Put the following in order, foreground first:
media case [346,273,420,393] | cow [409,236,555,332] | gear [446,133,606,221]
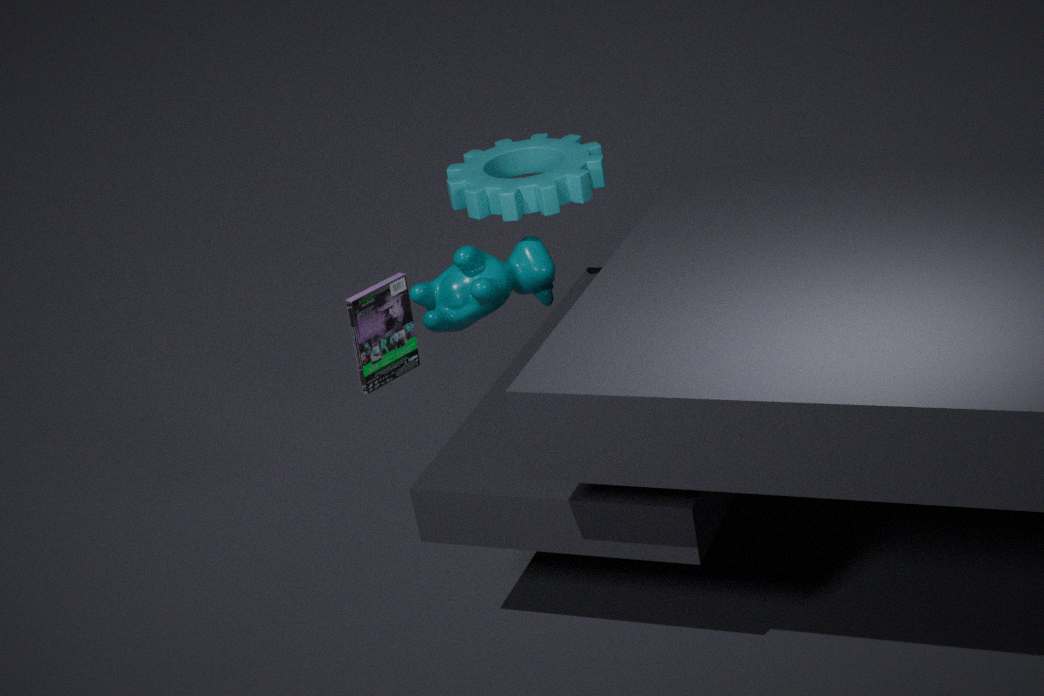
media case [346,273,420,393] → cow [409,236,555,332] → gear [446,133,606,221]
